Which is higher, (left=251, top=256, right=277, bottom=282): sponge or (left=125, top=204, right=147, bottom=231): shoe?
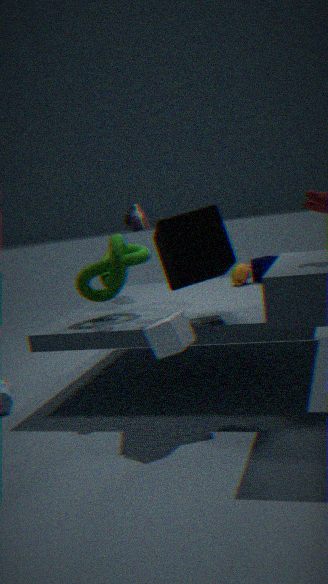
(left=125, top=204, right=147, bottom=231): shoe
